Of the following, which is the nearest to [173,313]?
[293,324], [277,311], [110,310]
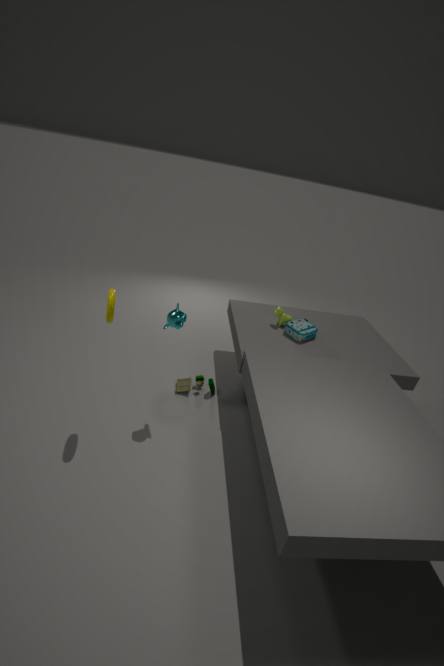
[110,310]
